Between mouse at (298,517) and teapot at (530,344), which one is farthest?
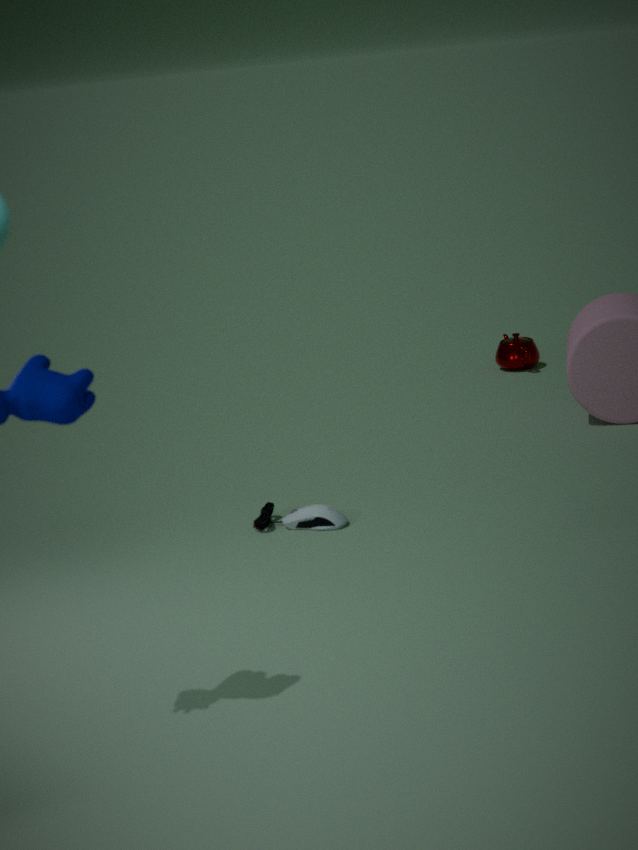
teapot at (530,344)
